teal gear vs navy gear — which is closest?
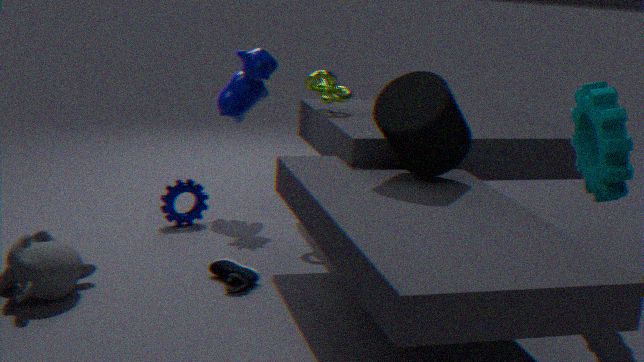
teal gear
